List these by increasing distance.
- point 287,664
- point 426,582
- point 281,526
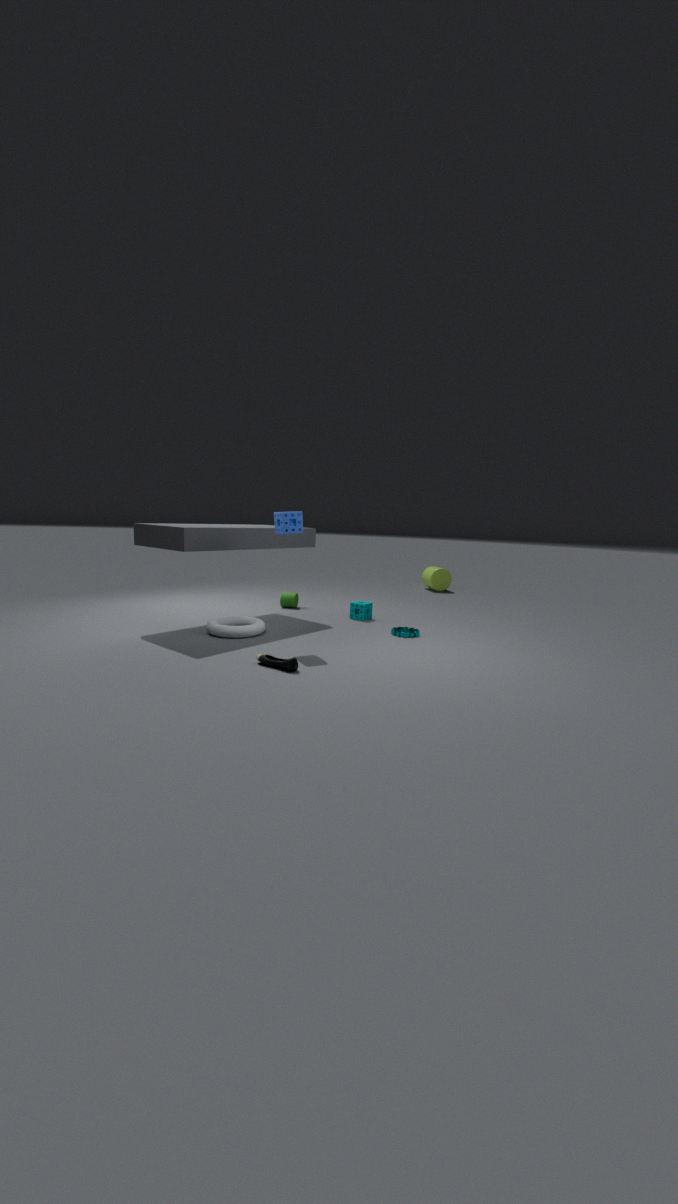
point 287,664 < point 281,526 < point 426,582
